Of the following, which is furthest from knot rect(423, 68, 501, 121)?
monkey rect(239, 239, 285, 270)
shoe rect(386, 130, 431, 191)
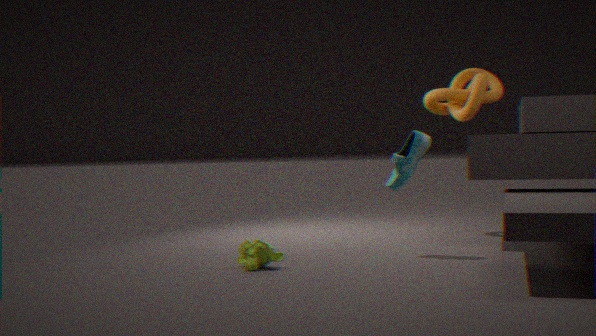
monkey rect(239, 239, 285, 270)
